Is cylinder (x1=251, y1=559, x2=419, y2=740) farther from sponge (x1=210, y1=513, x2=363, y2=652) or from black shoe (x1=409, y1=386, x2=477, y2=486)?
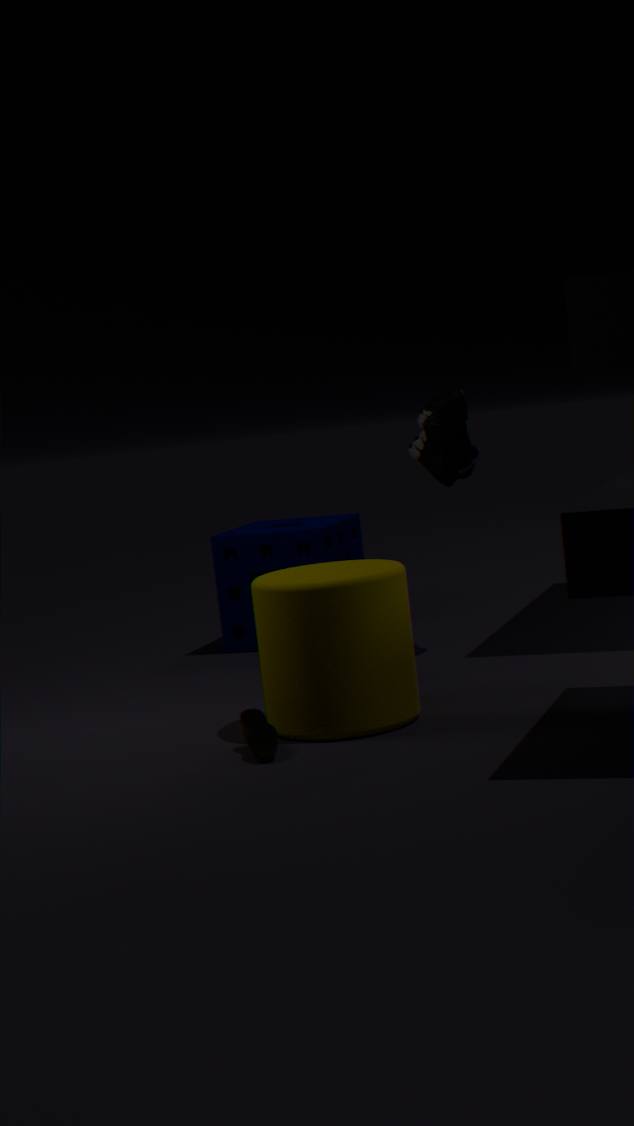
sponge (x1=210, y1=513, x2=363, y2=652)
